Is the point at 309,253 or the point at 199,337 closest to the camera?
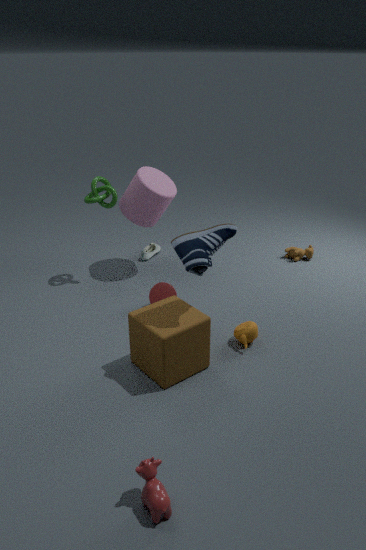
the point at 199,337
